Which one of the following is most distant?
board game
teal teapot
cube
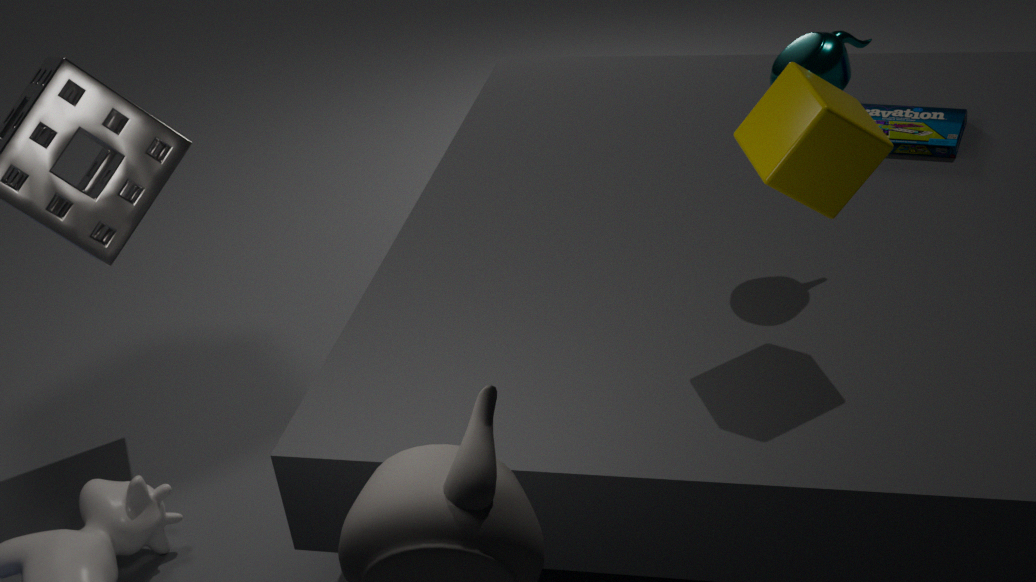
board game
